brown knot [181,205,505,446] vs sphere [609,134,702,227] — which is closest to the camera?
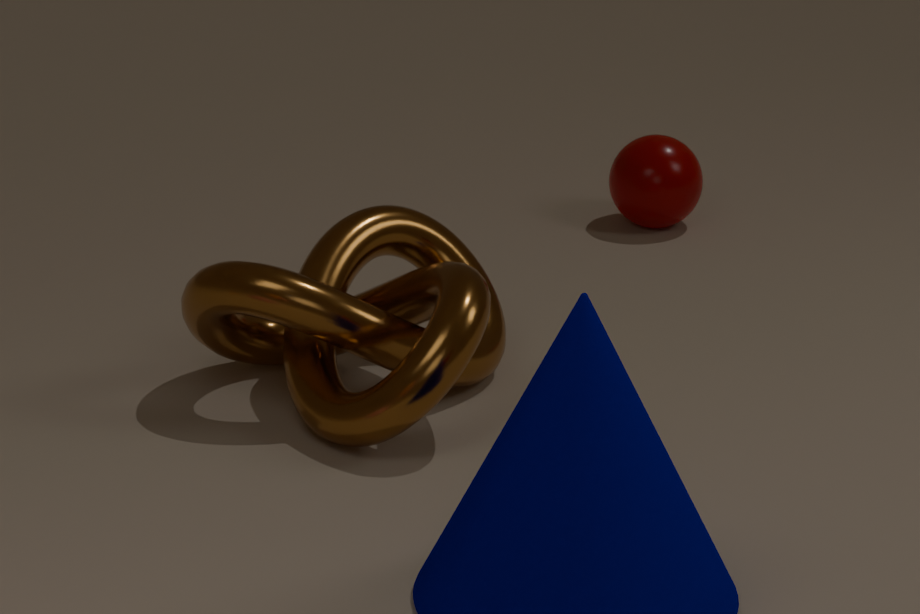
brown knot [181,205,505,446]
